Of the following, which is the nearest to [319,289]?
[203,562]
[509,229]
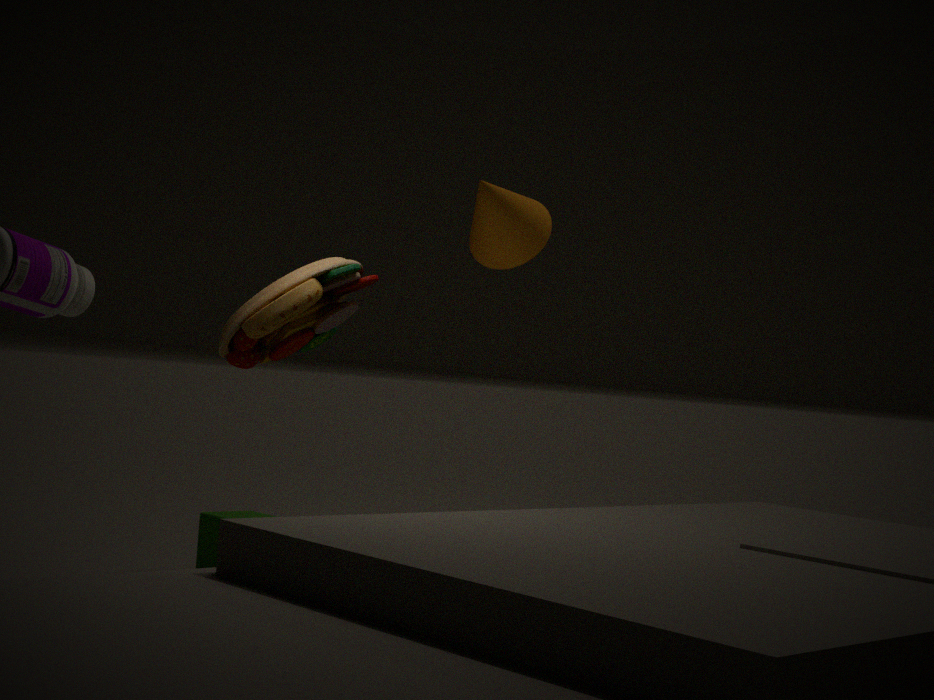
[509,229]
